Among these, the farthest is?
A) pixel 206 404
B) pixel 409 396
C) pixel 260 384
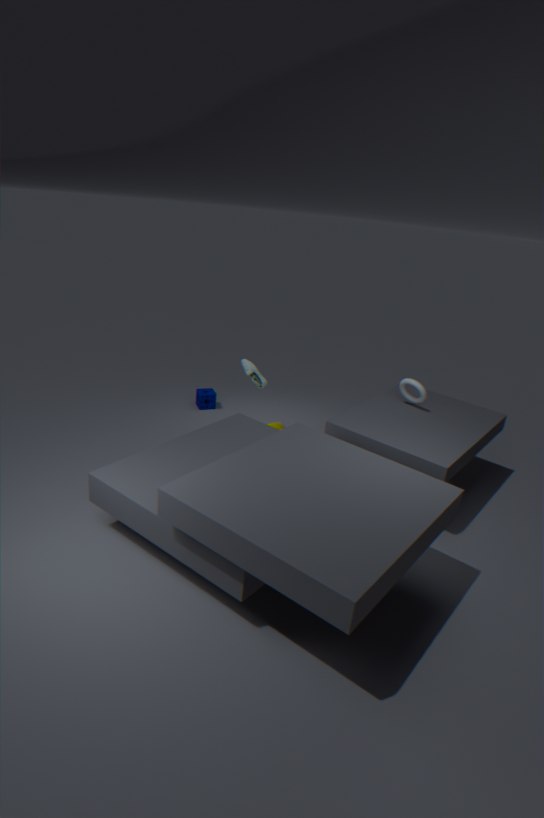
pixel 206 404
